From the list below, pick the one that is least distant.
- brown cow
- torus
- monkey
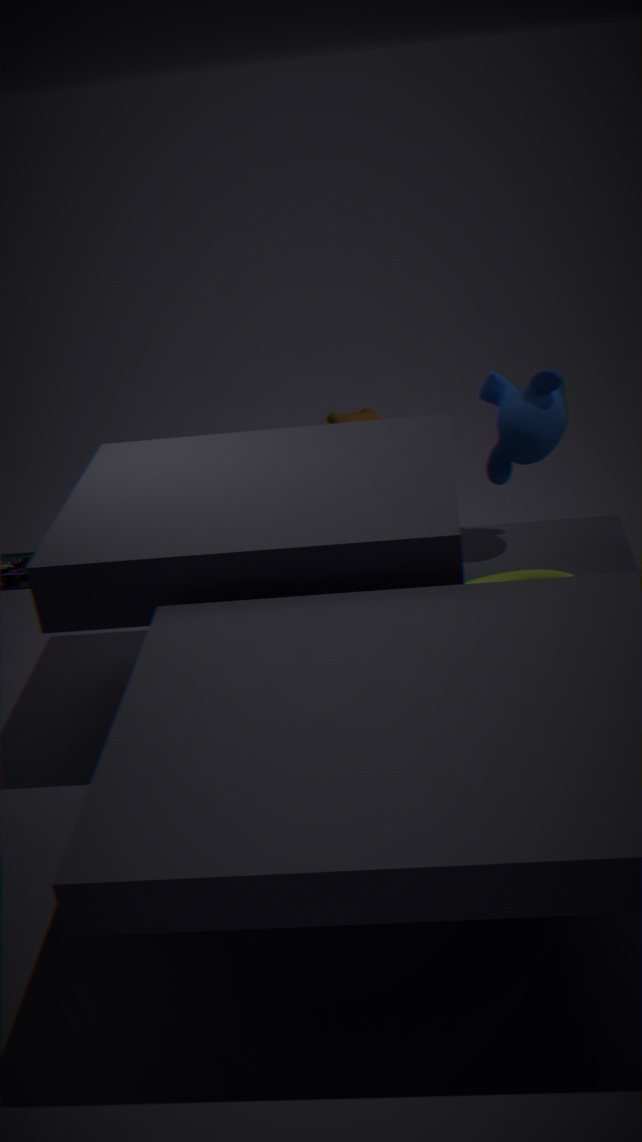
torus
